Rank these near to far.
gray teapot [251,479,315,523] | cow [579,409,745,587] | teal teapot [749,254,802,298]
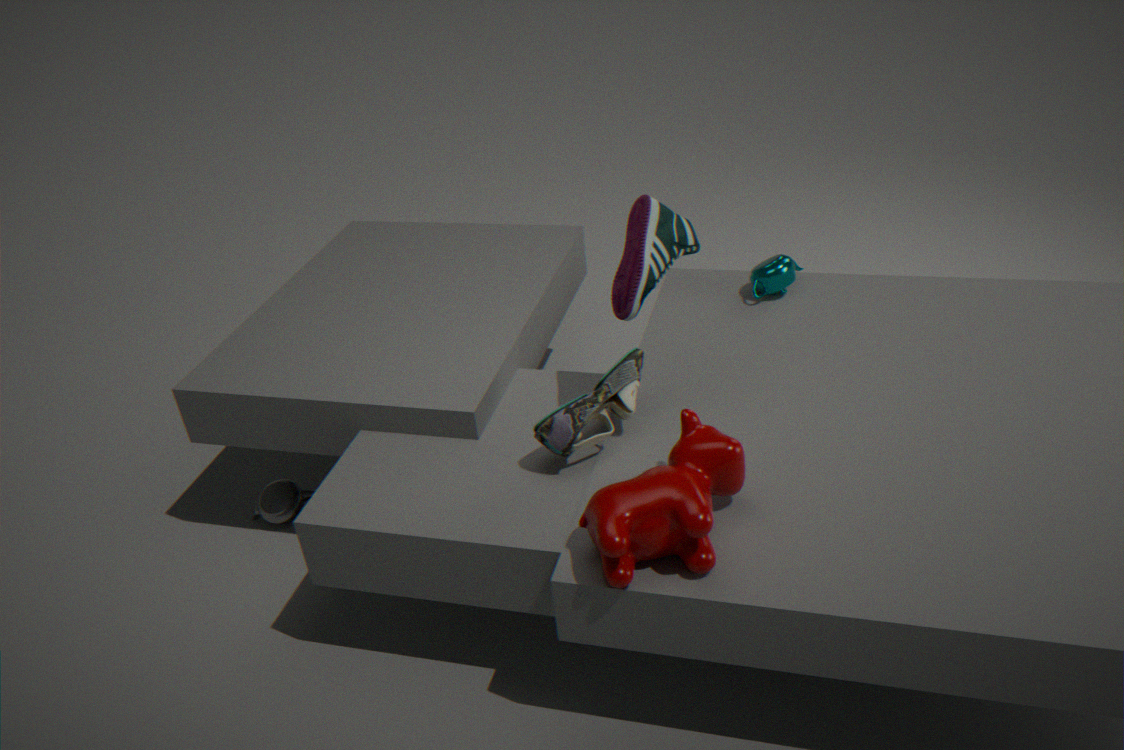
cow [579,409,745,587], teal teapot [749,254,802,298], gray teapot [251,479,315,523]
